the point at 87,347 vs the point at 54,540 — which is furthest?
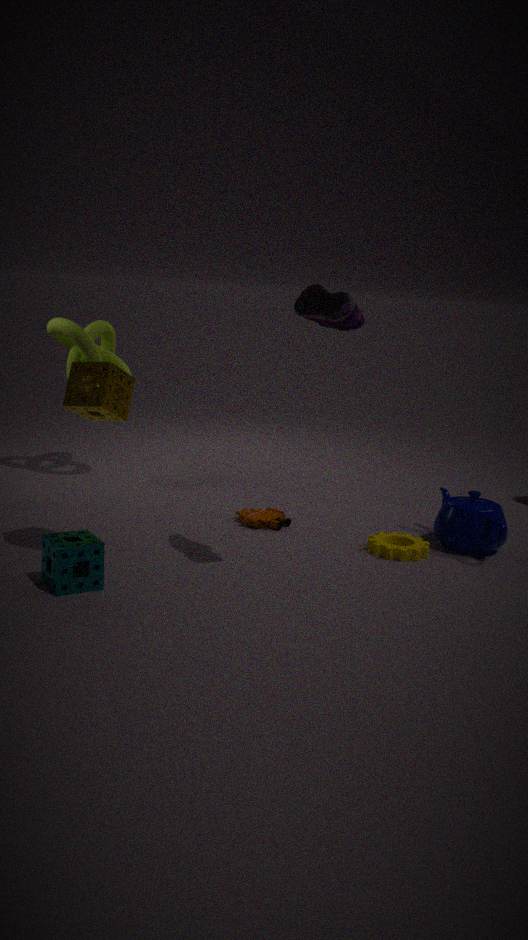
the point at 87,347
